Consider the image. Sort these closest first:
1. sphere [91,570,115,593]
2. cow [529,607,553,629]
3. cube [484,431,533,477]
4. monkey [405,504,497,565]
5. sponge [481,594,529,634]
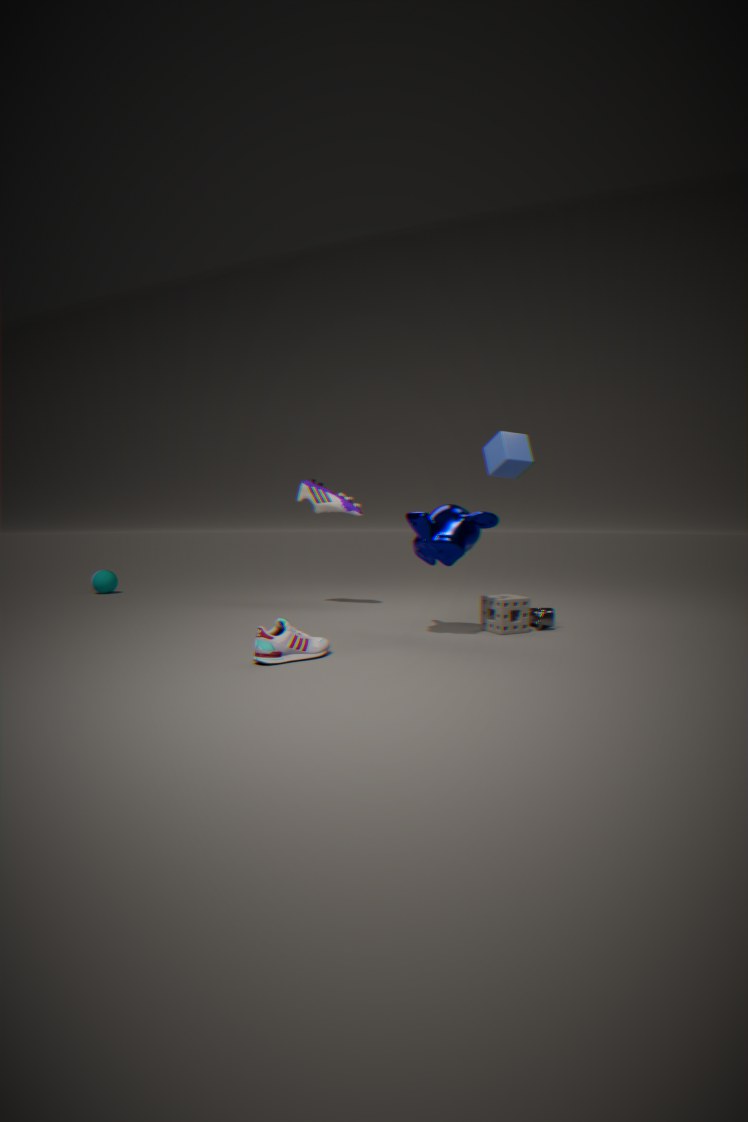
1. monkey [405,504,497,565]
2. sponge [481,594,529,634]
3. cow [529,607,553,629]
4. cube [484,431,533,477]
5. sphere [91,570,115,593]
